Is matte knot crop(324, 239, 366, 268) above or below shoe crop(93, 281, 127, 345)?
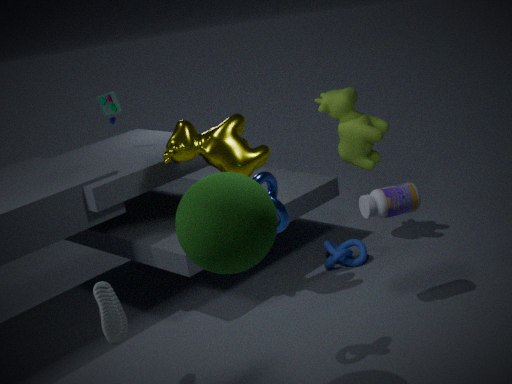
below
